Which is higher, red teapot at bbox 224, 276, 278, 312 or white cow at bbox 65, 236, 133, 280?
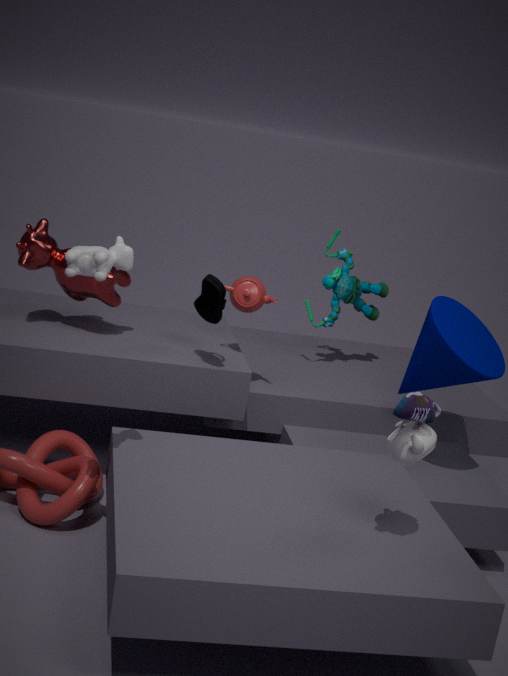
white cow at bbox 65, 236, 133, 280
